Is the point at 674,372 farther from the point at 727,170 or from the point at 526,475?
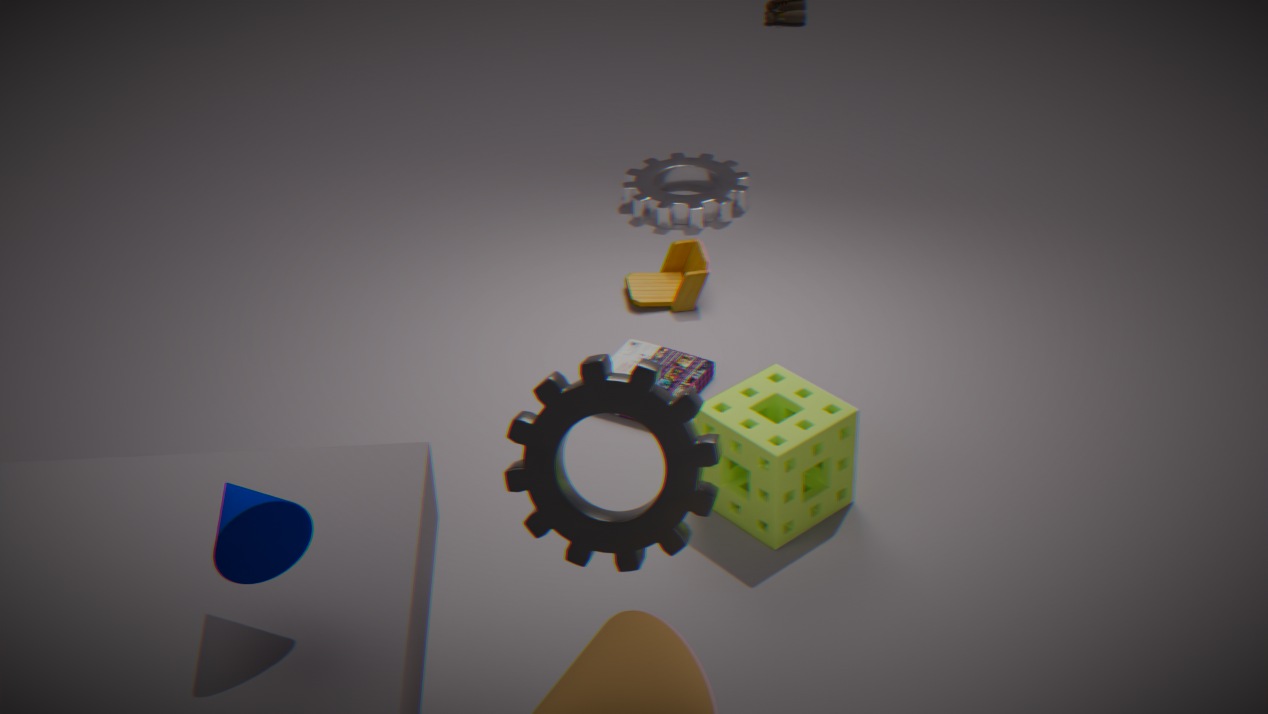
the point at 526,475
